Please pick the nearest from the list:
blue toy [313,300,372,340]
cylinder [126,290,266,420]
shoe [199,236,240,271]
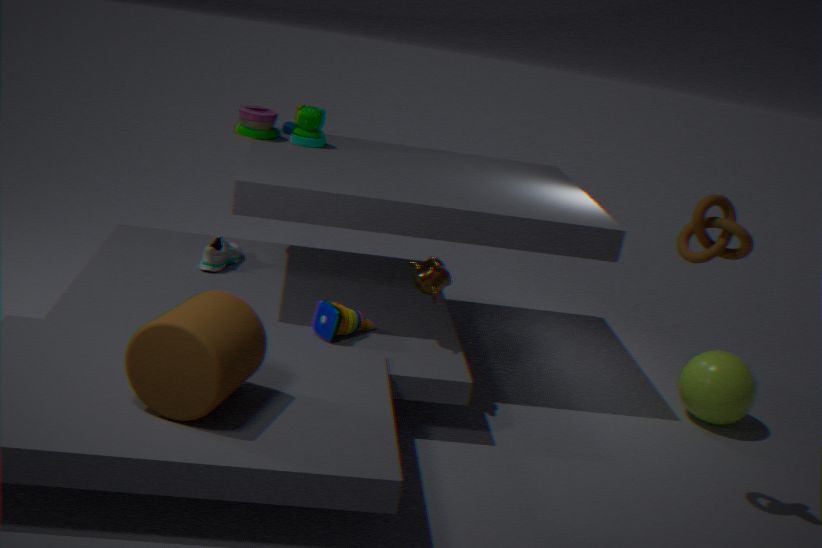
cylinder [126,290,266,420]
